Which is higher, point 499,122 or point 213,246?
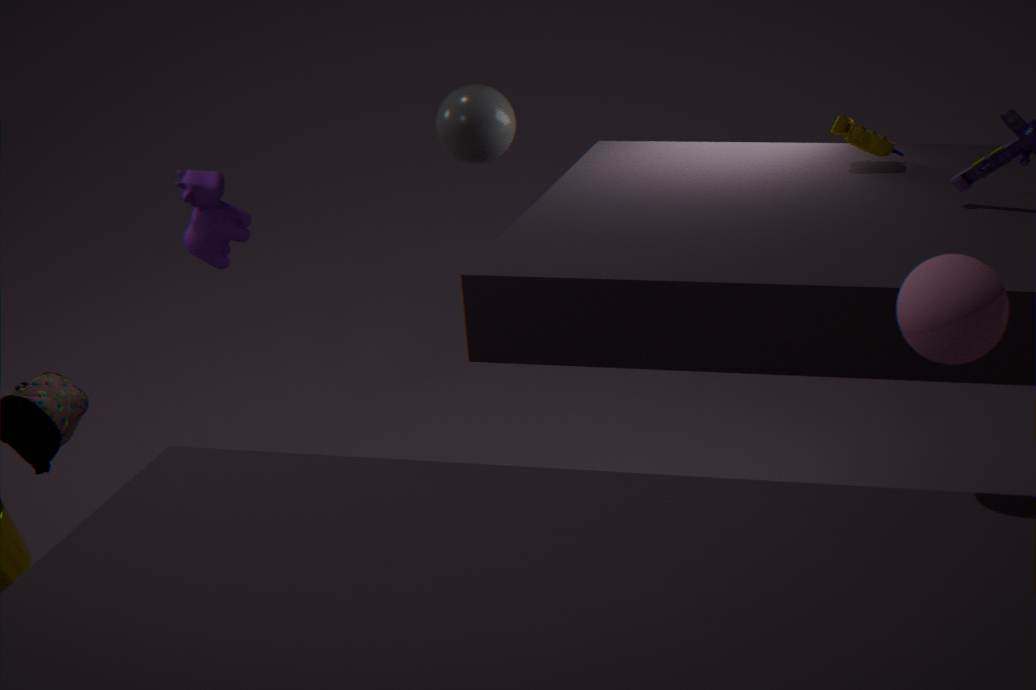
point 499,122
